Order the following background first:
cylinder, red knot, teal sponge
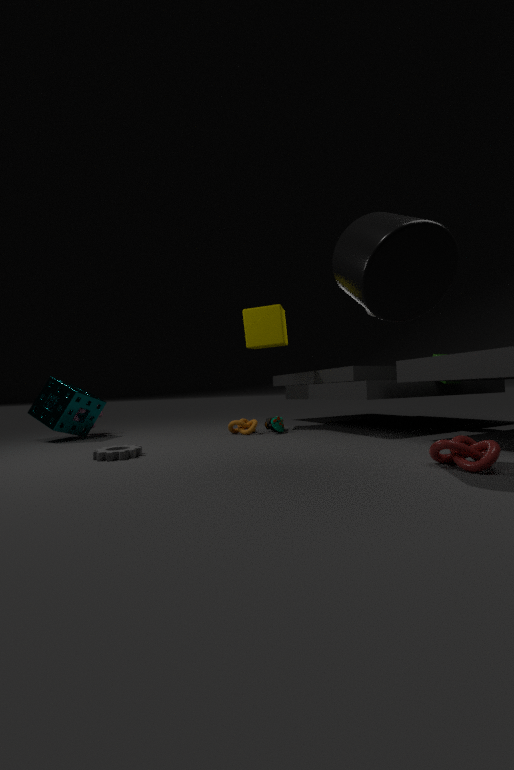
1. teal sponge
2. red knot
3. cylinder
